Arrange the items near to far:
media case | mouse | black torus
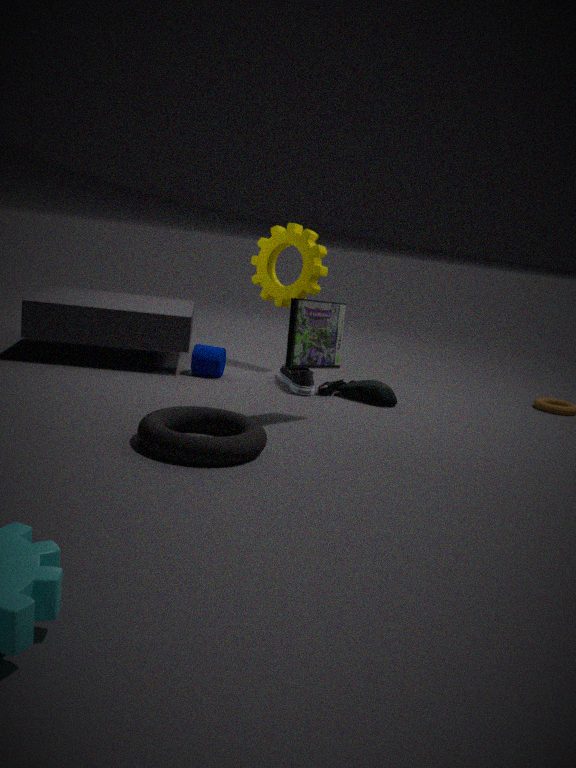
1. black torus
2. media case
3. mouse
